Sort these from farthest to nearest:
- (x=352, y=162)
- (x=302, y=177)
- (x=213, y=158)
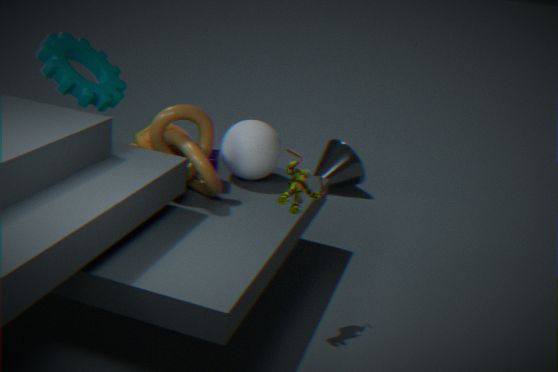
(x=352, y=162) < (x=213, y=158) < (x=302, y=177)
